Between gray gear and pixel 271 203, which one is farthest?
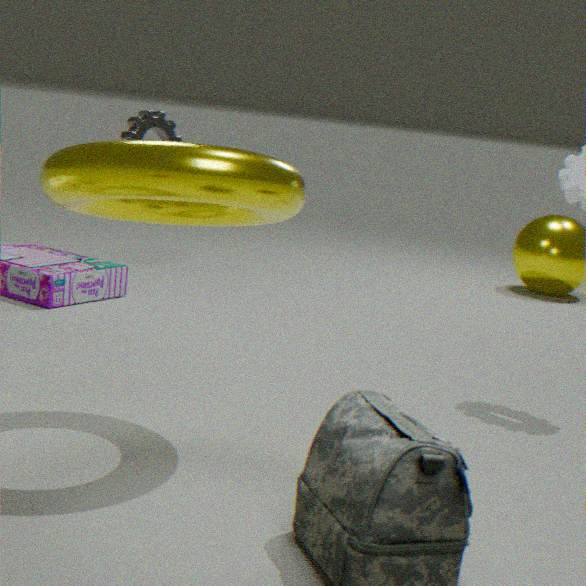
pixel 271 203
